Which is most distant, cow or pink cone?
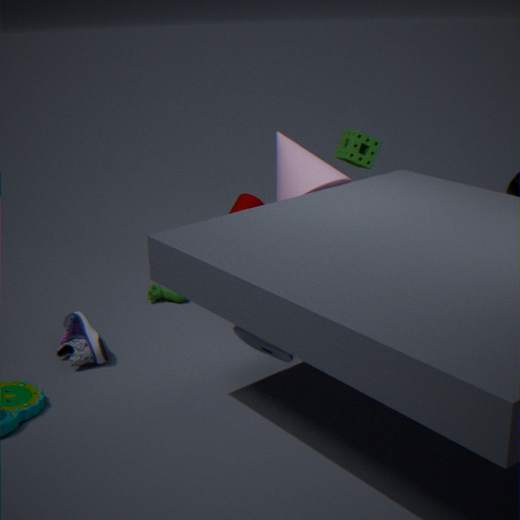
cow
